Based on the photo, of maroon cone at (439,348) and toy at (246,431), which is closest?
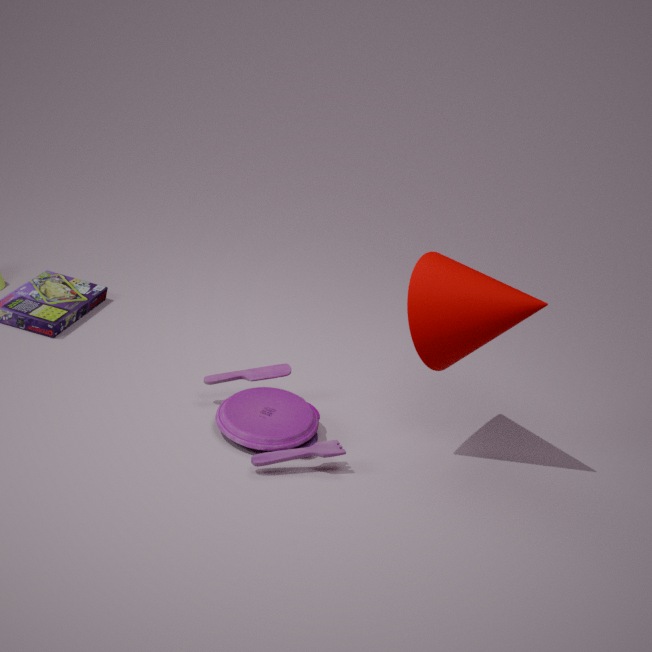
toy at (246,431)
